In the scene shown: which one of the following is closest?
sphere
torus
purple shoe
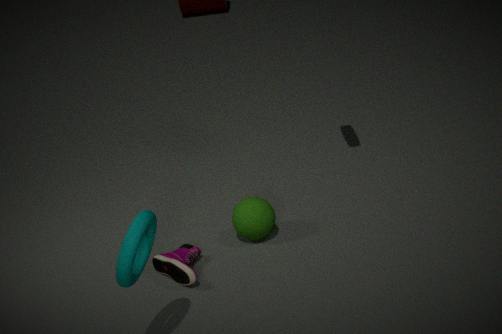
torus
